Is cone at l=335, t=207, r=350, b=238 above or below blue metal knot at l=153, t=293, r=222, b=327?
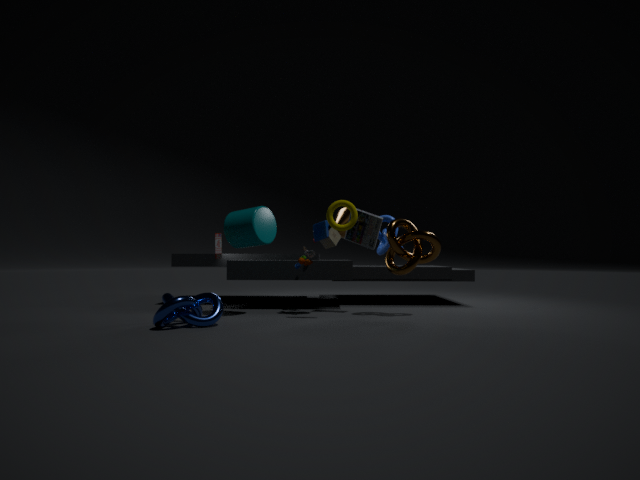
above
